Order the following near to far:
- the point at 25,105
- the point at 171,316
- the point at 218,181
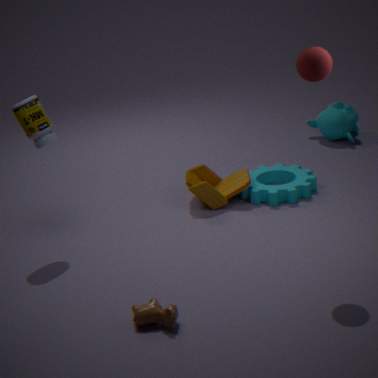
the point at 171,316 < the point at 25,105 < the point at 218,181
